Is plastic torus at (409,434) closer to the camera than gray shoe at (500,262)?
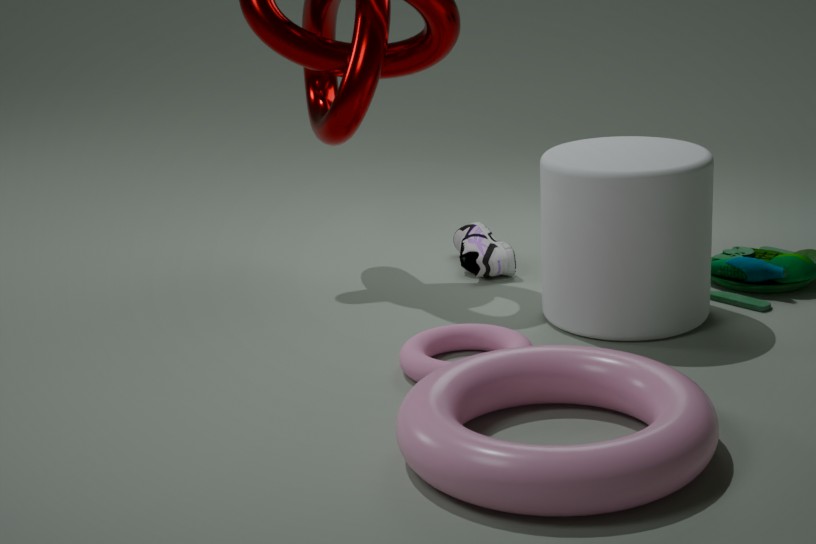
Yes
